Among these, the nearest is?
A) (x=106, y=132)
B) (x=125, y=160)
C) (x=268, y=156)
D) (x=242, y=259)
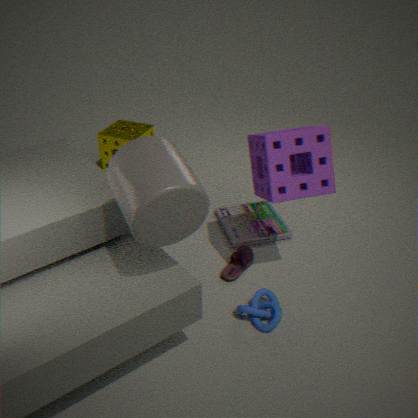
(x=125, y=160)
